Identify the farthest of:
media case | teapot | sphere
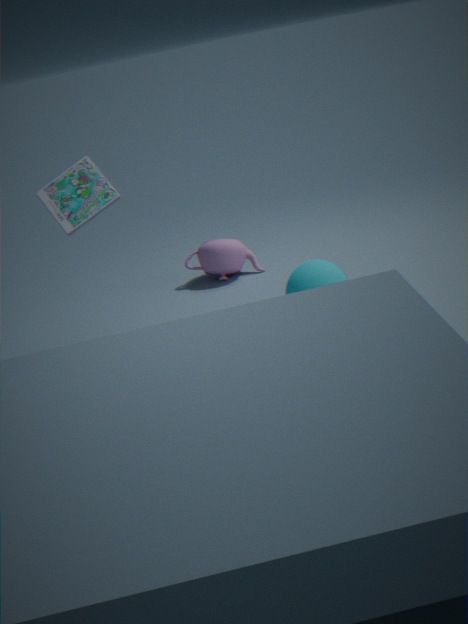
teapot
